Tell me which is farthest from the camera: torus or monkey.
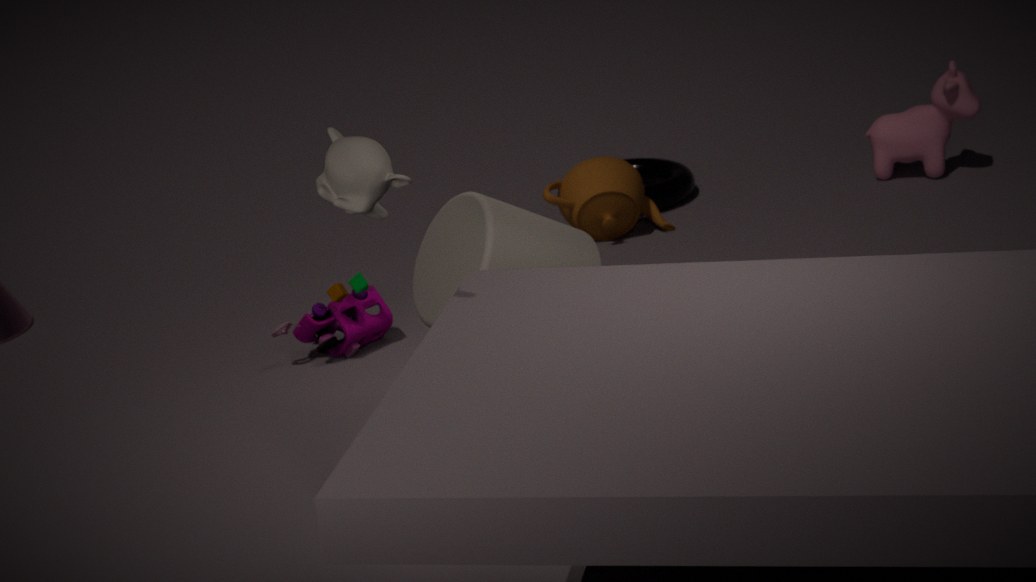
torus
